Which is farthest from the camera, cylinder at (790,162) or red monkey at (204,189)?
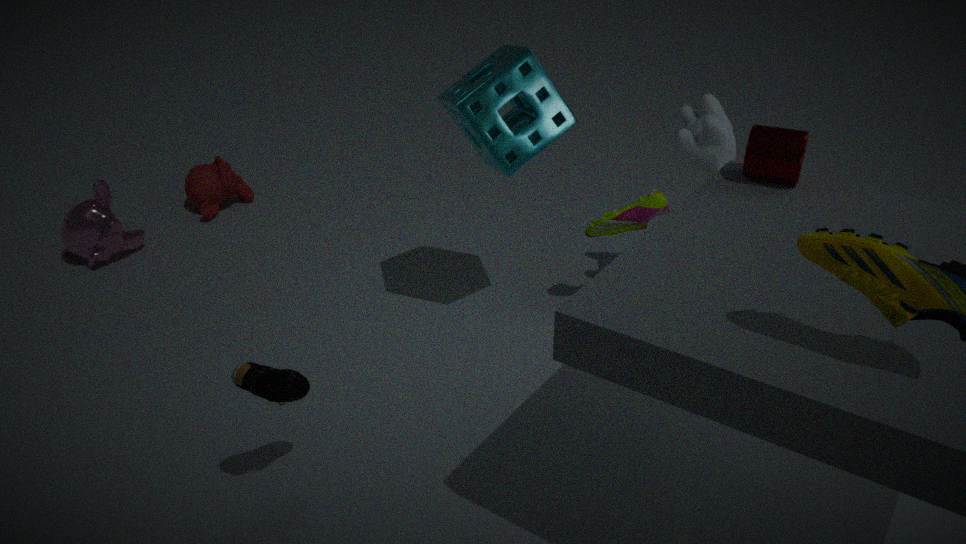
red monkey at (204,189)
